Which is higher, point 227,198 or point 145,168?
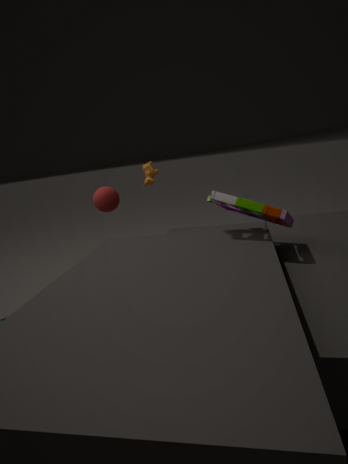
point 145,168
